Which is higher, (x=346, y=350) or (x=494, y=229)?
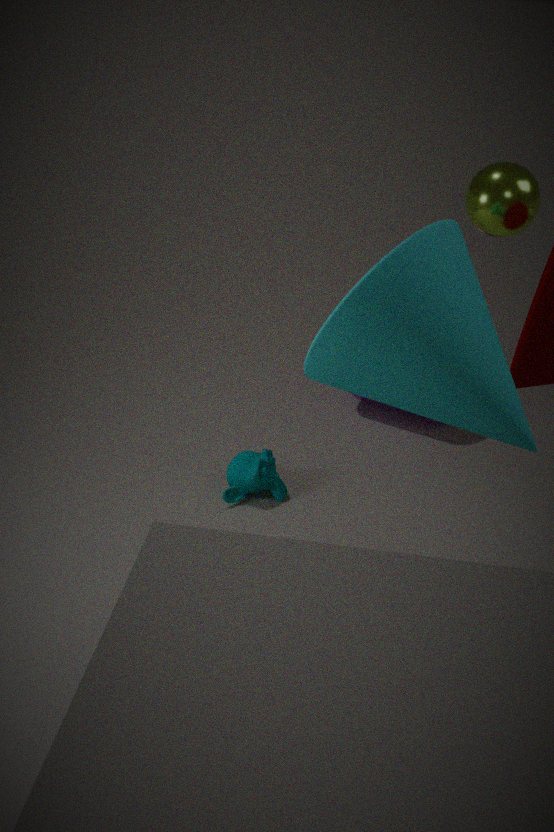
(x=494, y=229)
